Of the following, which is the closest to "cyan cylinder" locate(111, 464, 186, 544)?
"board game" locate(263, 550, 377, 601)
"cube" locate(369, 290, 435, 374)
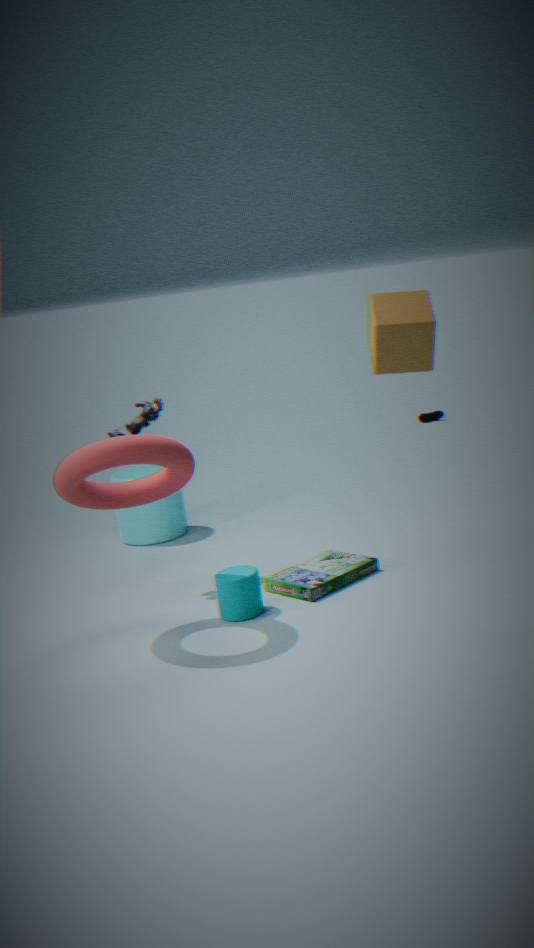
"board game" locate(263, 550, 377, 601)
